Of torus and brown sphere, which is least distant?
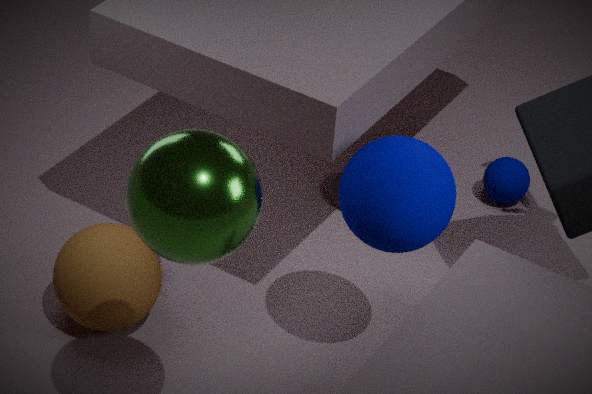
brown sphere
